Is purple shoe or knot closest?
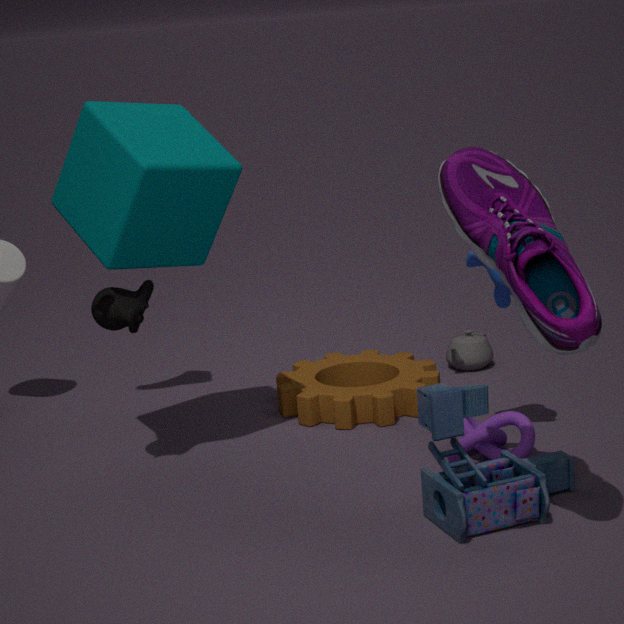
purple shoe
